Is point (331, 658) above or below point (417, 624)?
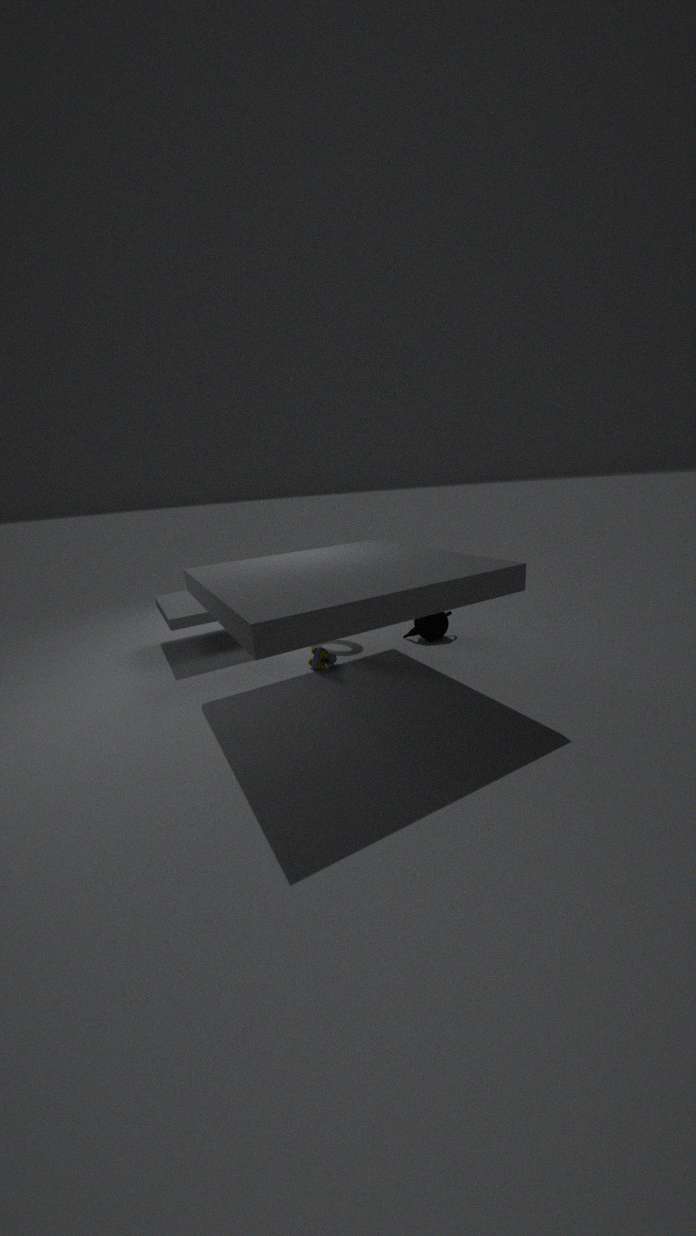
below
